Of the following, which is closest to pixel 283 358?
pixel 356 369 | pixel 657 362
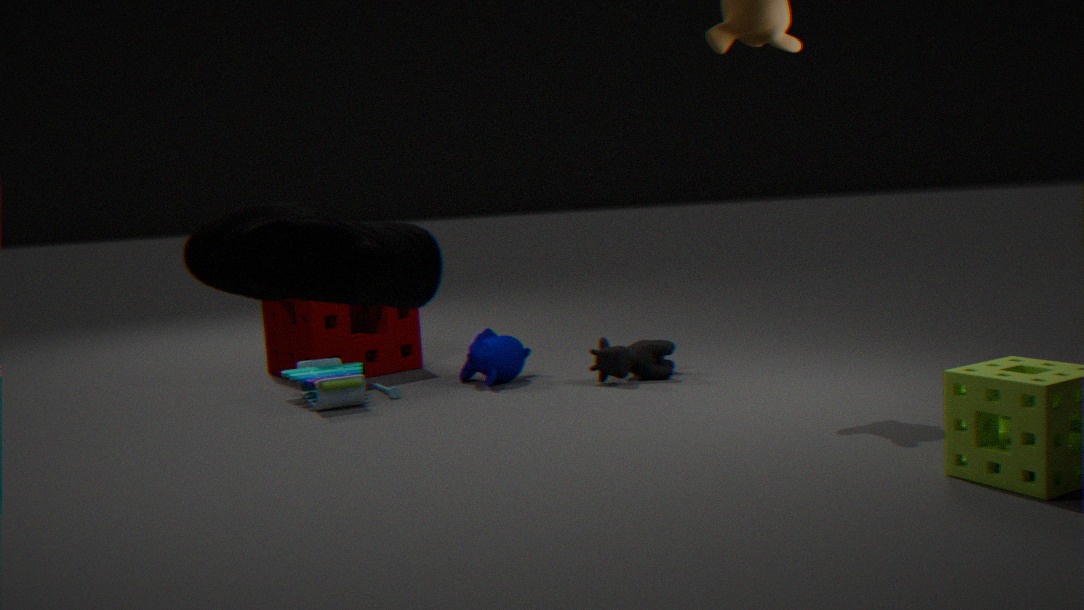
pixel 356 369
